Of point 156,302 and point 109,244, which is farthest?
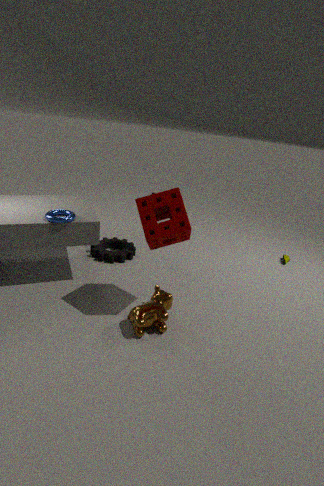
point 109,244
